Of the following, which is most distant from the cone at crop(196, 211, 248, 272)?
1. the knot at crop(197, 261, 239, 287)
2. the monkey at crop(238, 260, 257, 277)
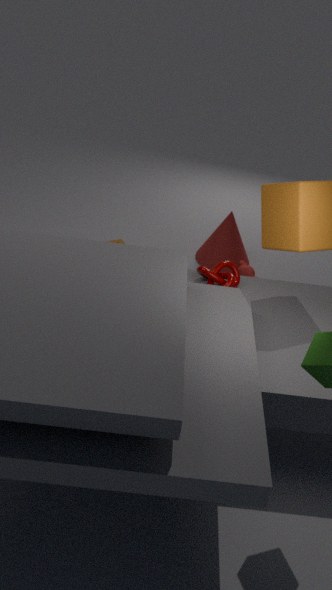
the knot at crop(197, 261, 239, 287)
